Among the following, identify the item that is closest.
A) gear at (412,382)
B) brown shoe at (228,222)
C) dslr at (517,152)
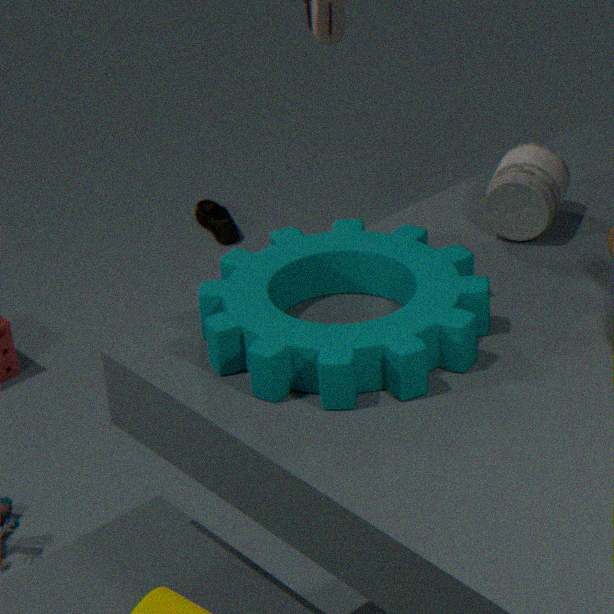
gear at (412,382)
